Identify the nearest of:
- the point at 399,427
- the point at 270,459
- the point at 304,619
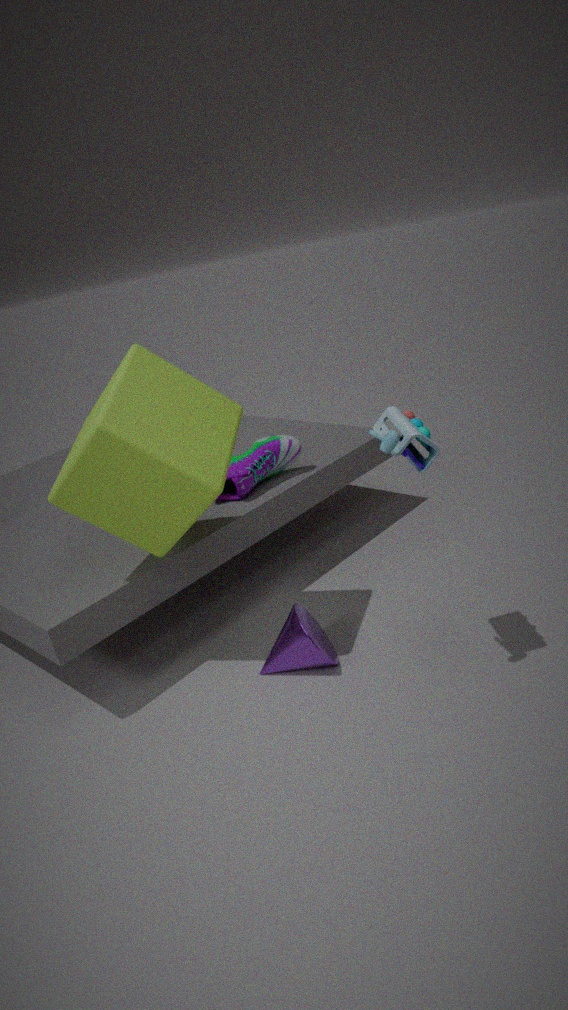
the point at 399,427
